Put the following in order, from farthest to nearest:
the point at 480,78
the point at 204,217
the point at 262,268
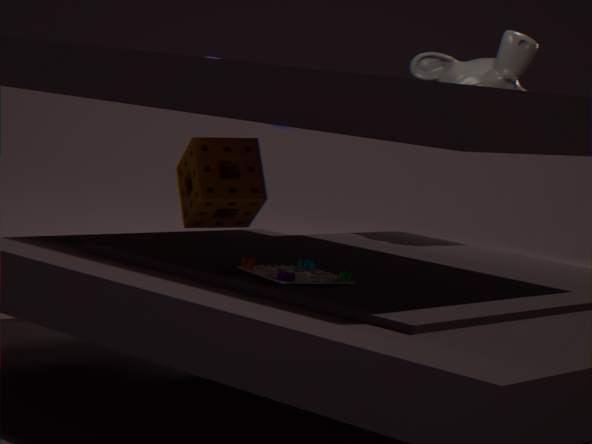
the point at 480,78 → the point at 204,217 → the point at 262,268
